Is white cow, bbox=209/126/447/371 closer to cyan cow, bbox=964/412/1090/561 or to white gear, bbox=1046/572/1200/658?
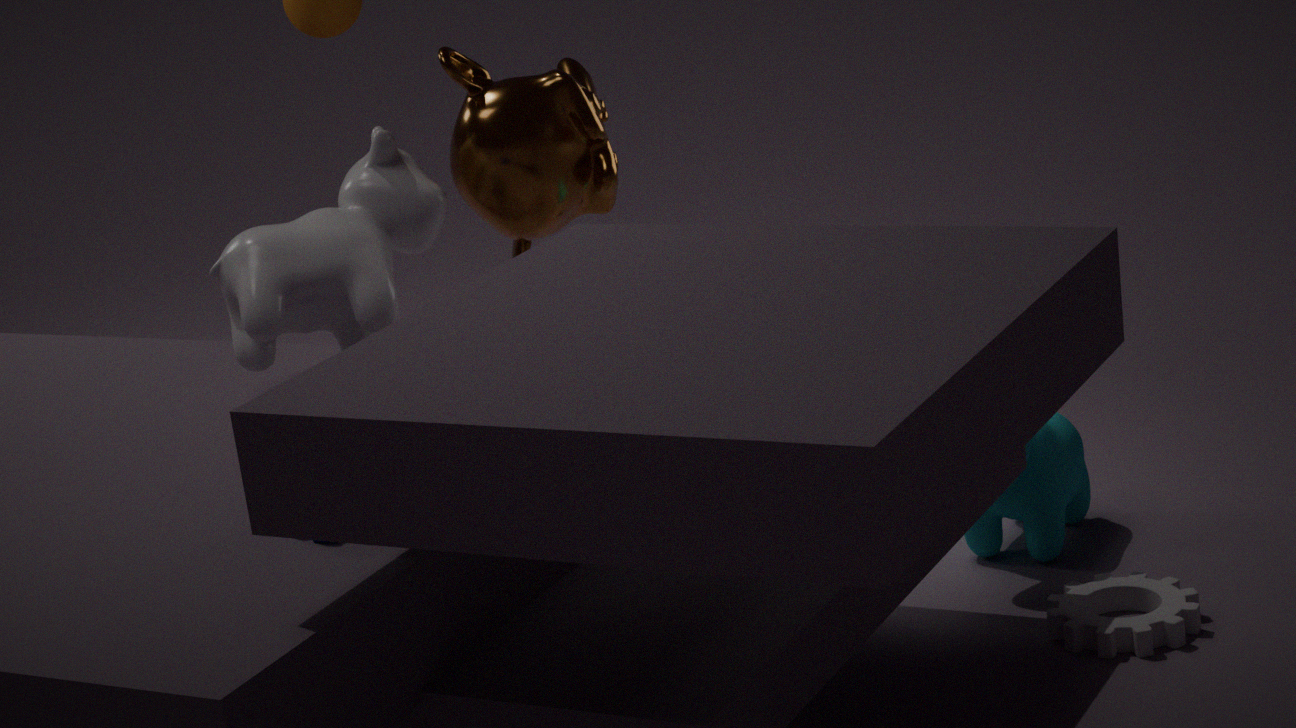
cyan cow, bbox=964/412/1090/561
